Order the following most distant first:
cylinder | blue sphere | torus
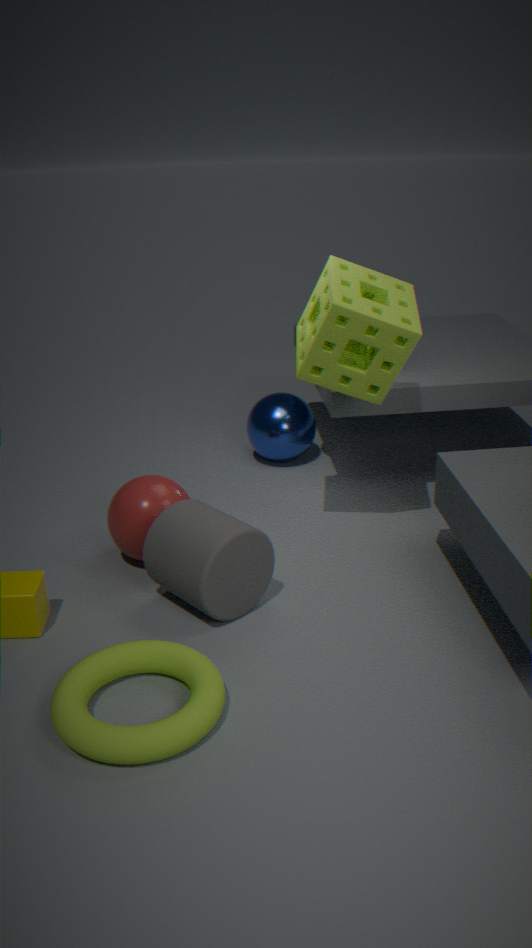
blue sphere < cylinder < torus
